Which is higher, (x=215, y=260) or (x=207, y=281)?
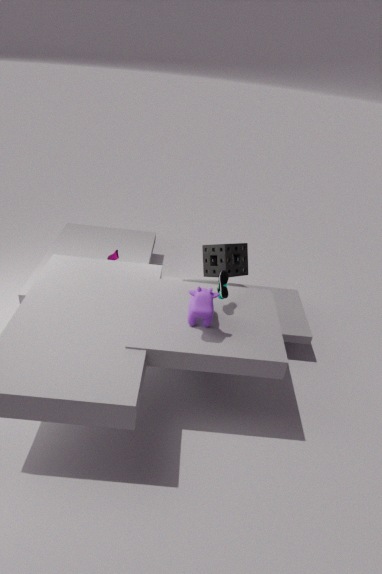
(x=215, y=260)
